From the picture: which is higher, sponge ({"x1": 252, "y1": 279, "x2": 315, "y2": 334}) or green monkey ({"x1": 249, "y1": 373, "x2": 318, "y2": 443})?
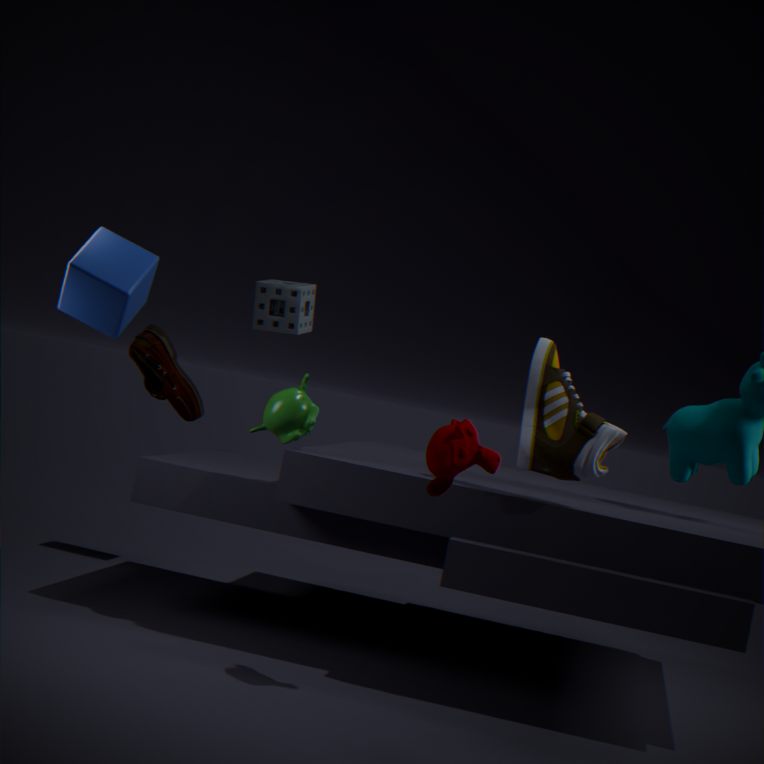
sponge ({"x1": 252, "y1": 279, "x2": 315, "y2": 334})
